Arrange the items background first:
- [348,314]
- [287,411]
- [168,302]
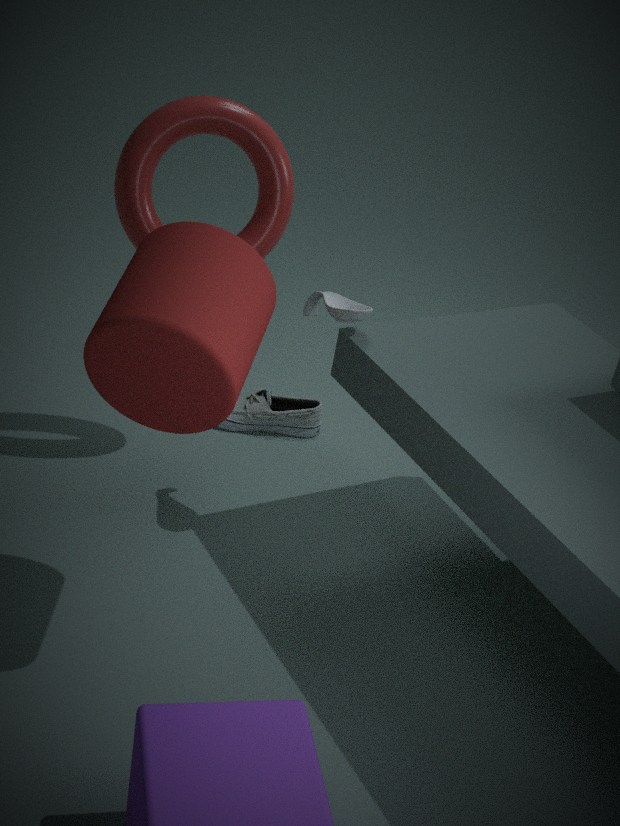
[287,411], [348,314], [168,302]
